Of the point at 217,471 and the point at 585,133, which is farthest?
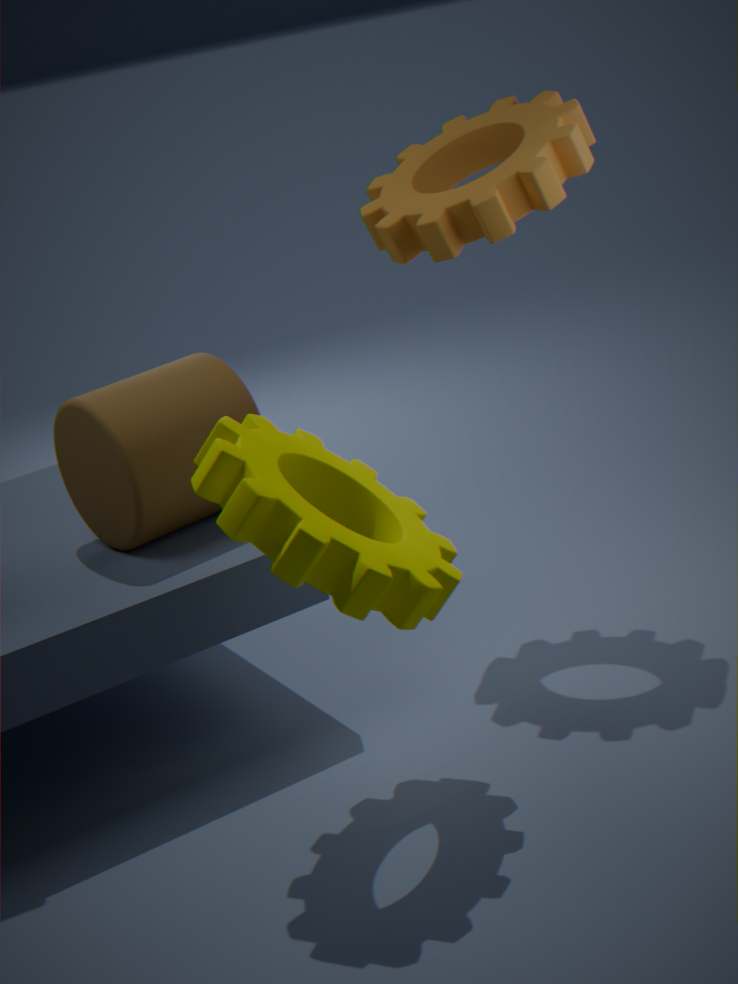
the point at 585,133
